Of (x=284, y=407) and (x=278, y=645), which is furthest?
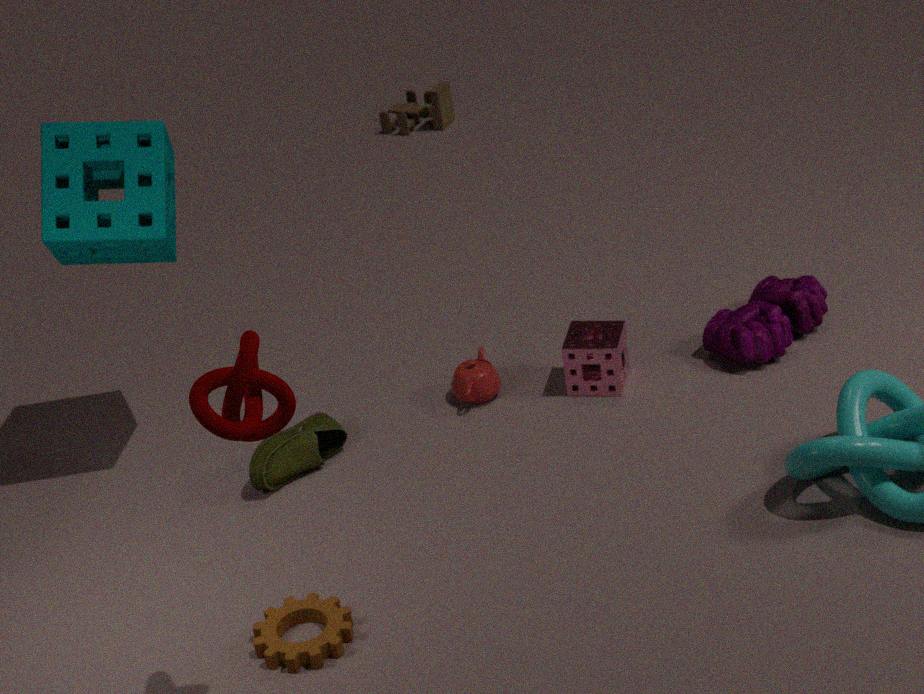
(x=278, y=645)
